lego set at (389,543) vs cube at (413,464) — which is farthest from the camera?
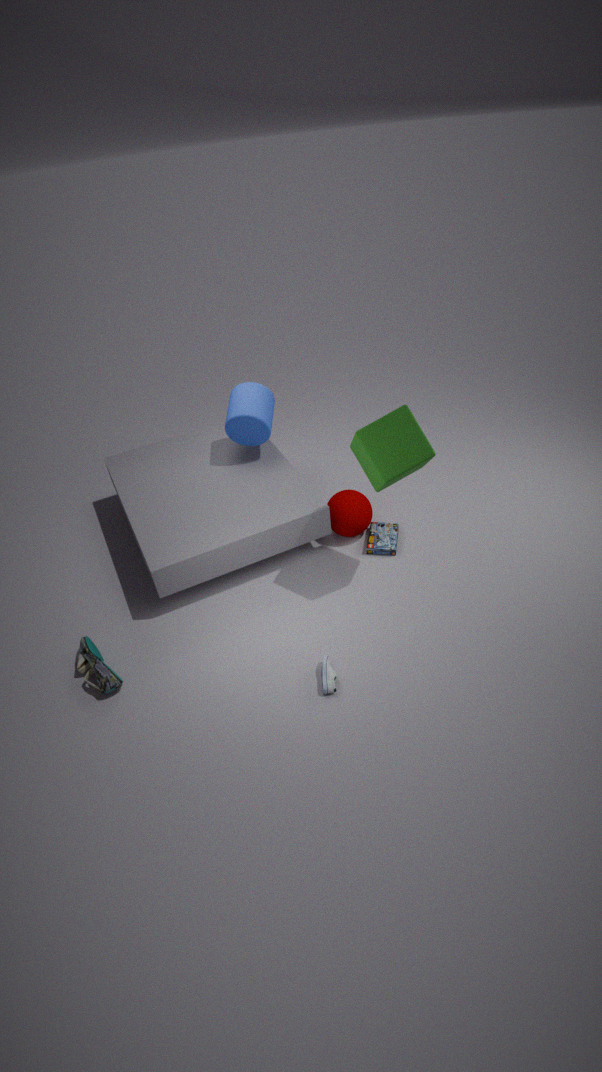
lego set at (389,543)
